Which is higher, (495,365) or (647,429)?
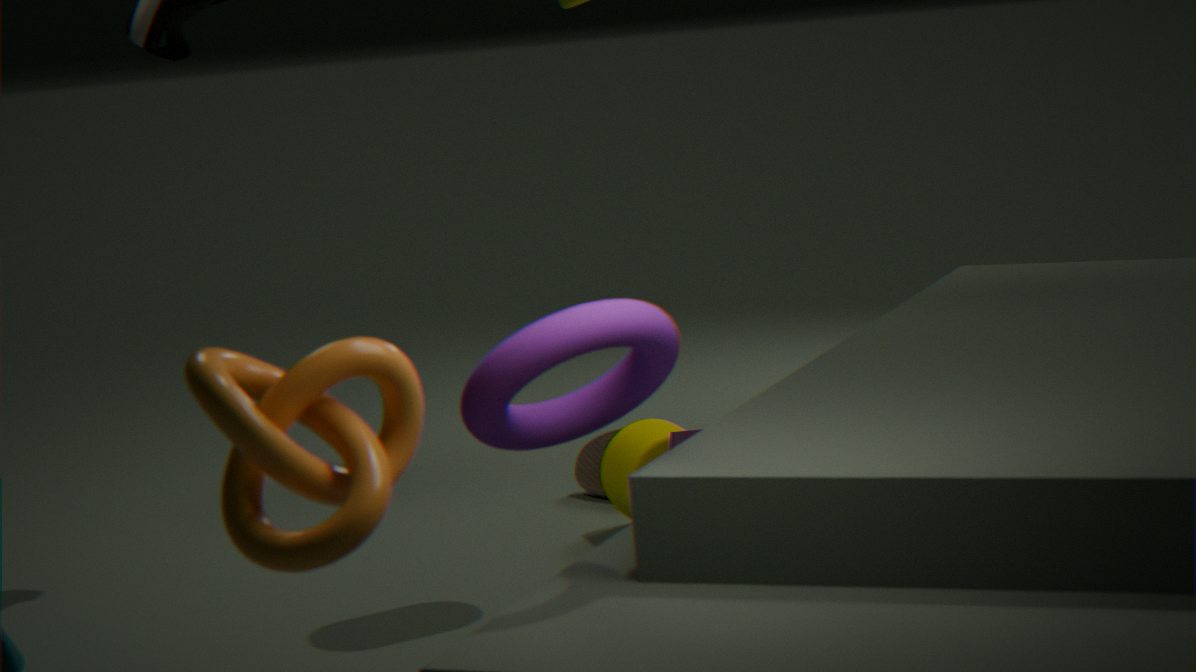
(495,365)
